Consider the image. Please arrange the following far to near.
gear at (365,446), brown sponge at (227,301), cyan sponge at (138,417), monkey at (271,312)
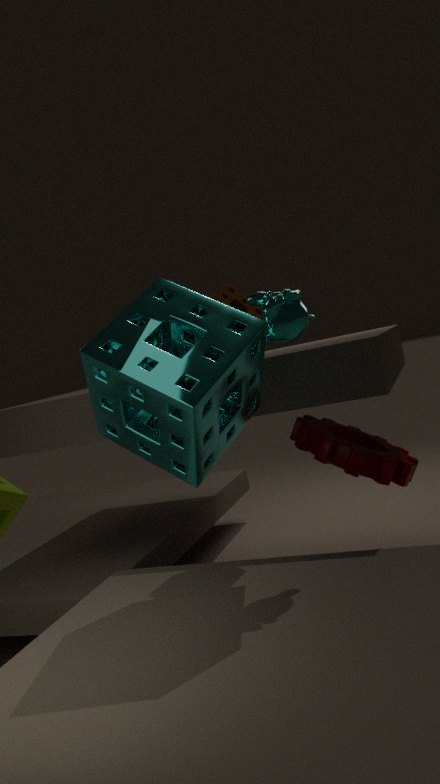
gear at (365,446) < brown sponge at (227,301) < monkey at (271,312) < cyan sponge at (138,417)
